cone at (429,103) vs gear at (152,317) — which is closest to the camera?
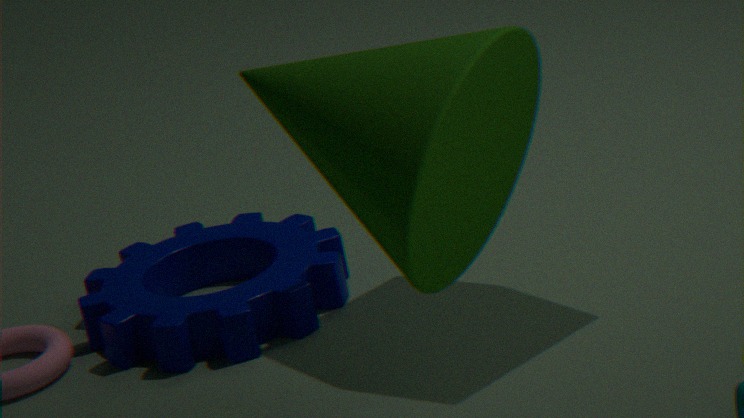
cone at (429,103)
